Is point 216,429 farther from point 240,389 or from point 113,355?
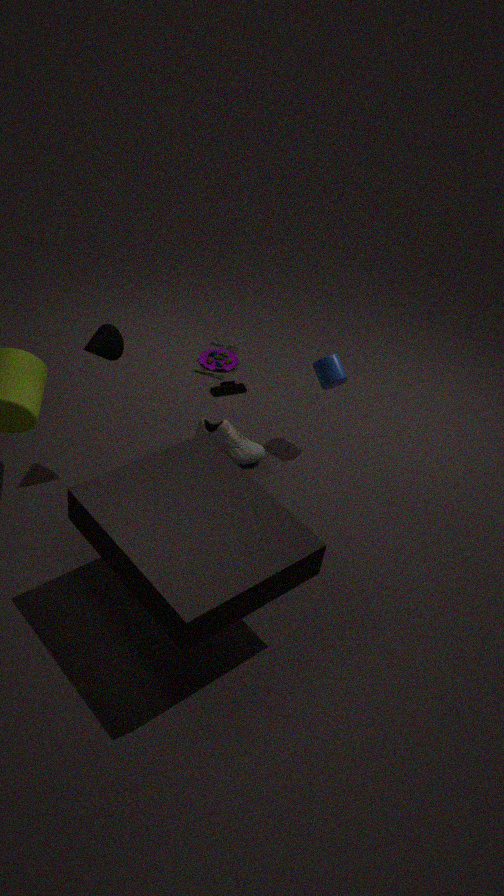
point 113,355
